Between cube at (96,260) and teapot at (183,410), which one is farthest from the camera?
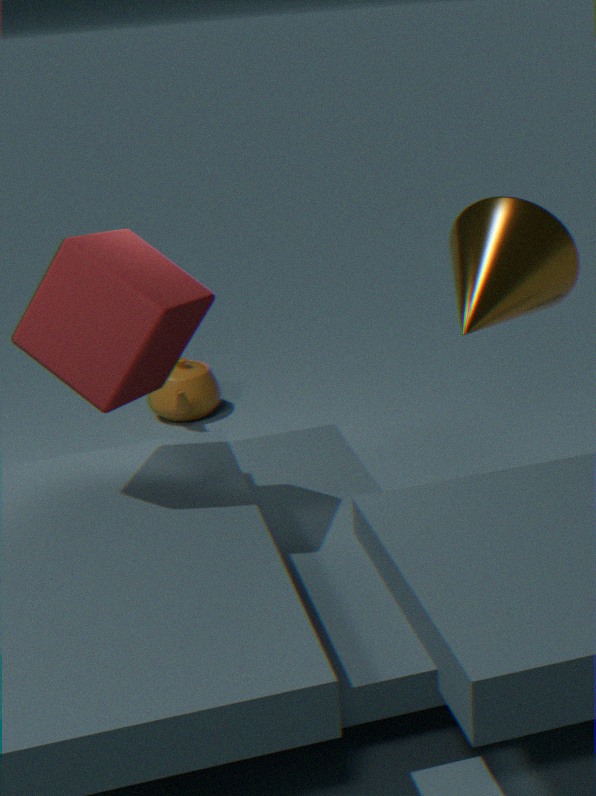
teapot at (183,410)
